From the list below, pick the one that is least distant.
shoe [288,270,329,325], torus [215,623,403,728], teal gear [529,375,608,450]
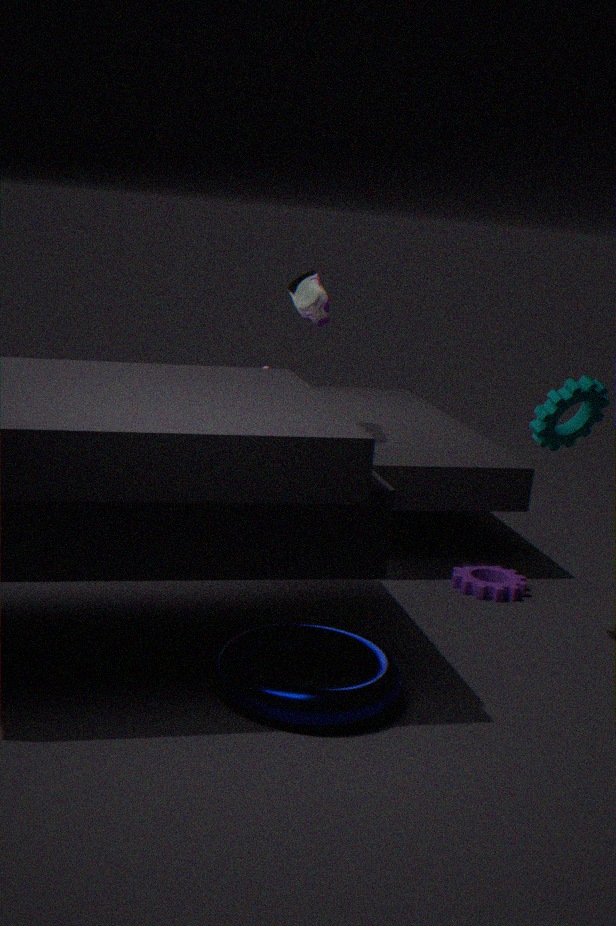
torus [215,623,403,728]
